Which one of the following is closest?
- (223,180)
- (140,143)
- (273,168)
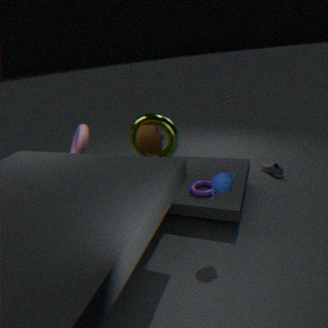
(223,180)
